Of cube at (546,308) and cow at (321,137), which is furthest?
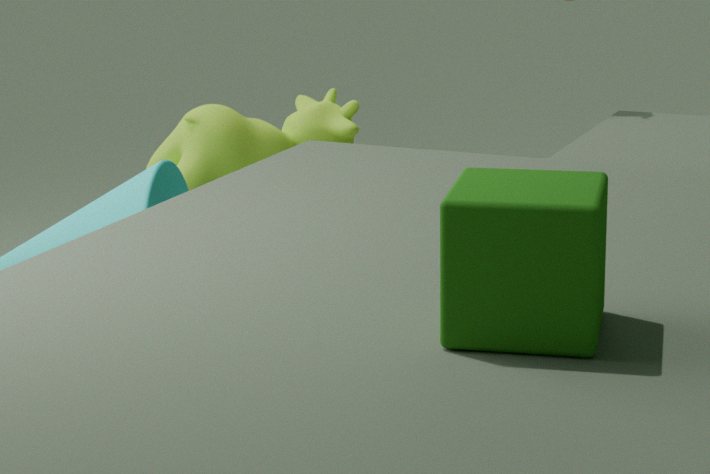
cow at (321,137)
